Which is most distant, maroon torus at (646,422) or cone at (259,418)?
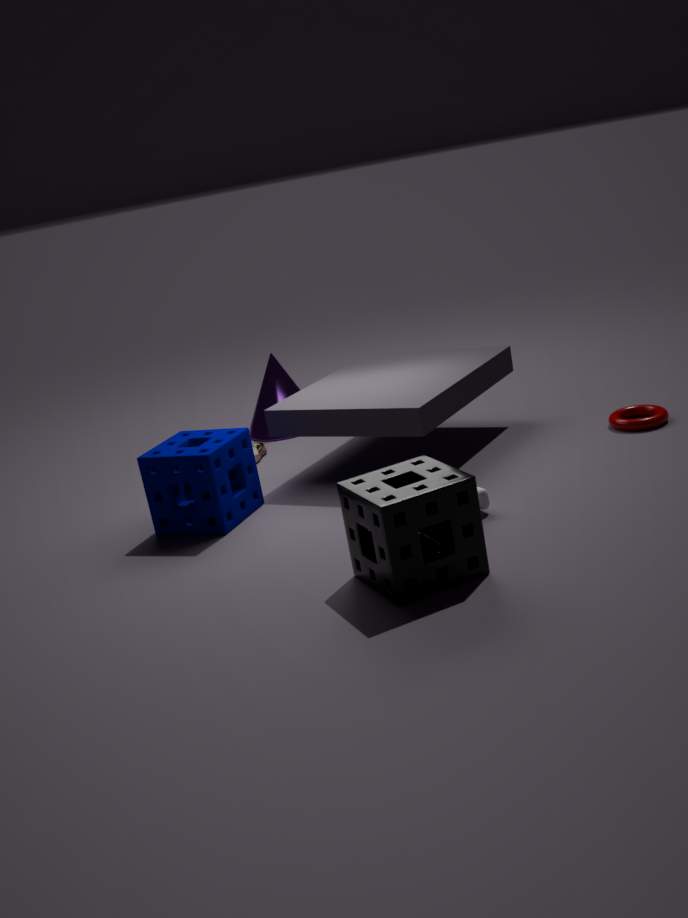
cone at (259,418)
